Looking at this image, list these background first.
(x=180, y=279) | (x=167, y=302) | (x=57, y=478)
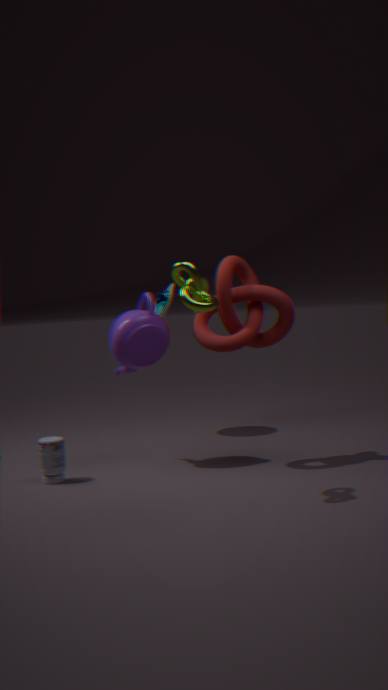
1. (x=167, y=302)
2. (x=57, y=478)
3. (x=180, y=279)
